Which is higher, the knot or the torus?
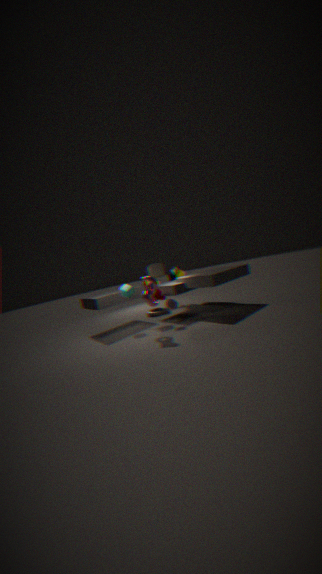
the knot
